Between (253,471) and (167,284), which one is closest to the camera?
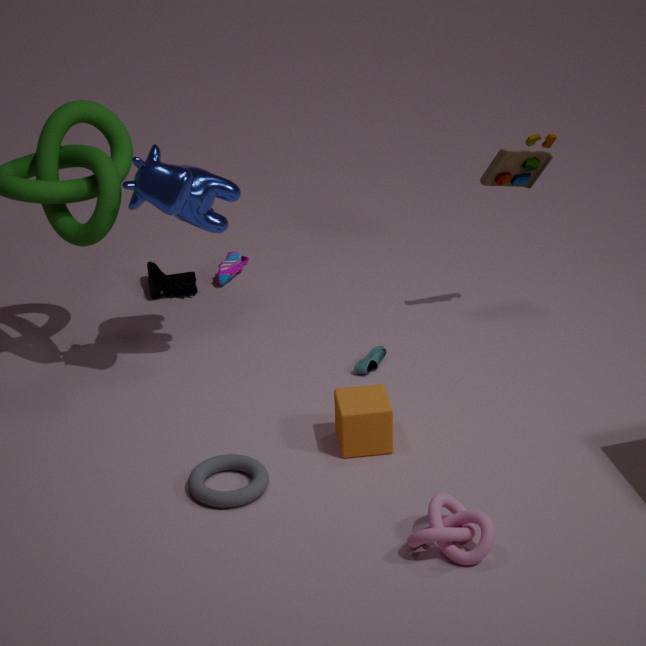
(253,471)
